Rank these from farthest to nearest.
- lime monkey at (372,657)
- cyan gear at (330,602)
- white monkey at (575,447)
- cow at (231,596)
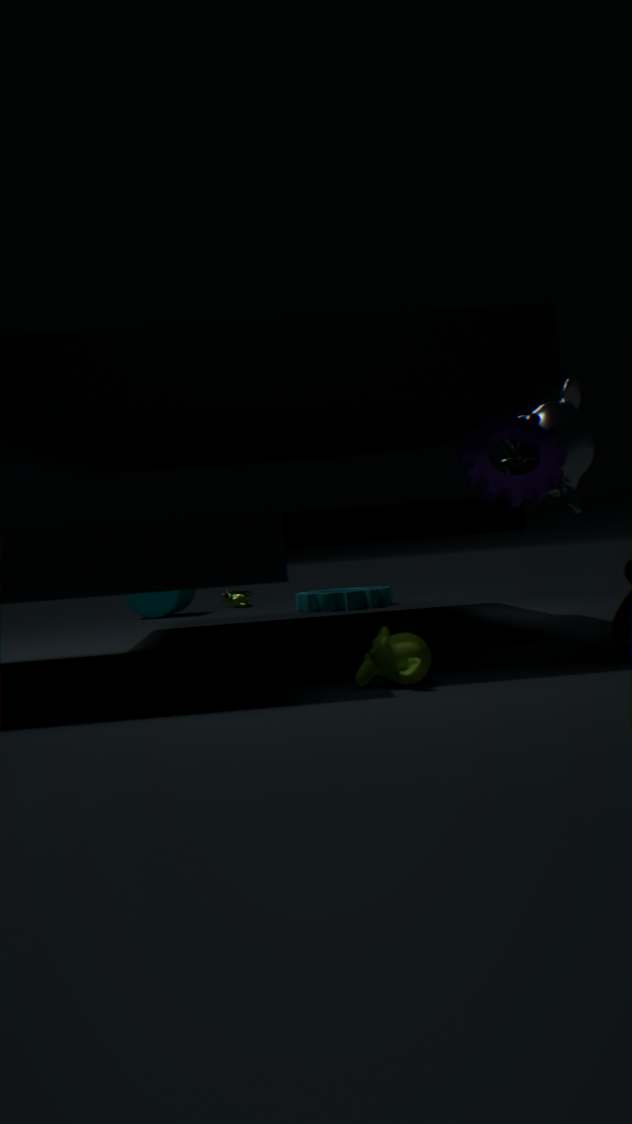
cow at (231,596) < cyan gear at (330,602) < white monkey at (575,447) < lime monkey at (372,657)
